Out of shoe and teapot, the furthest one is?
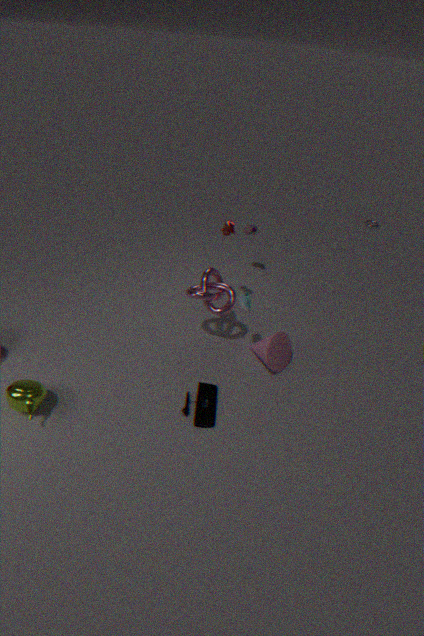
shoe
